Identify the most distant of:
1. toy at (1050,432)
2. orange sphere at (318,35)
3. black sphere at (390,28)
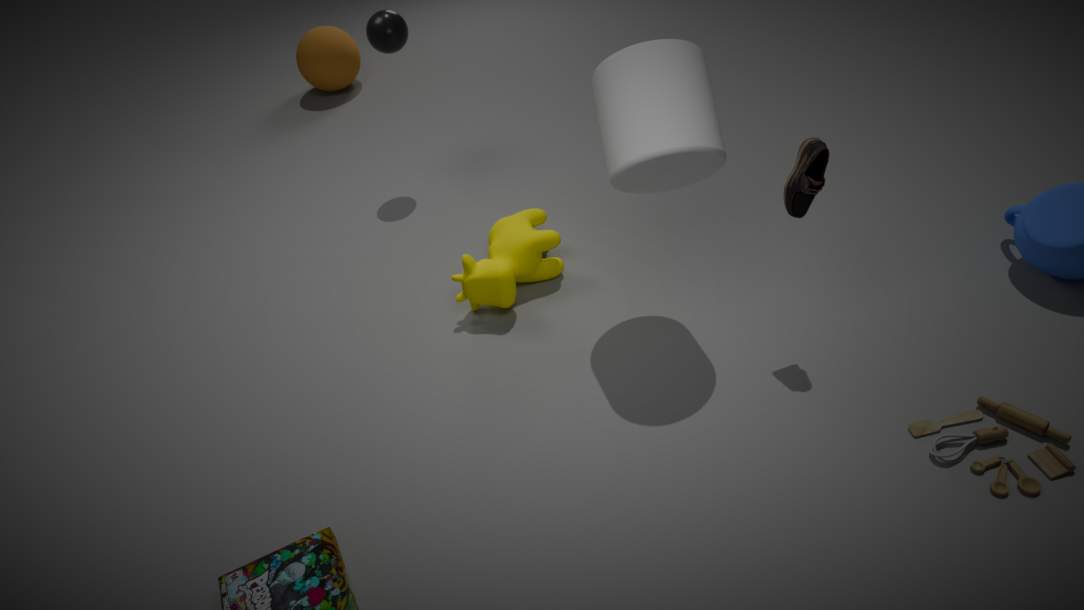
orange sphere at (318,35)
